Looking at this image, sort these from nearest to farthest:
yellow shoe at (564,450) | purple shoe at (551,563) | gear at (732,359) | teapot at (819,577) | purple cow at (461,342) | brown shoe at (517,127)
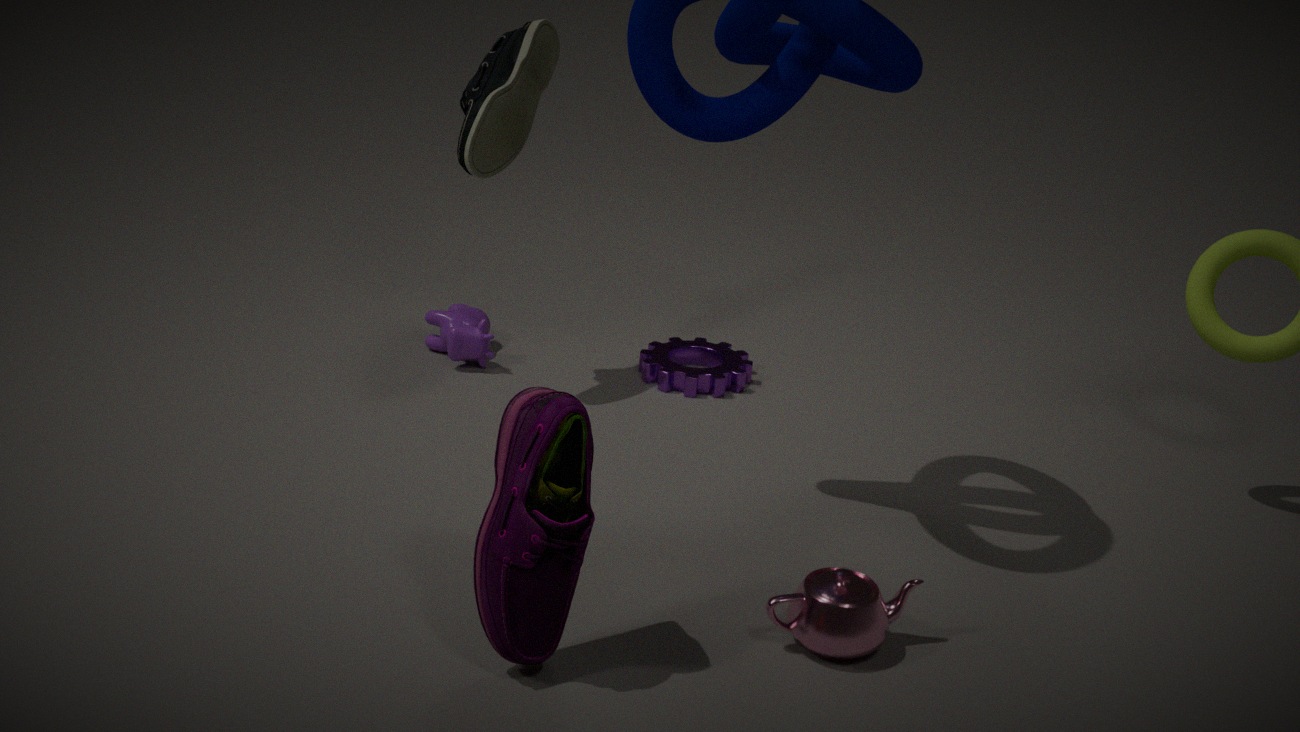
purple shoe at (551,563), yellow shoe at (564,450), teapot at (819,577), brown shoe at (517,127), gear at (732,359), purple cow at (461,342)
